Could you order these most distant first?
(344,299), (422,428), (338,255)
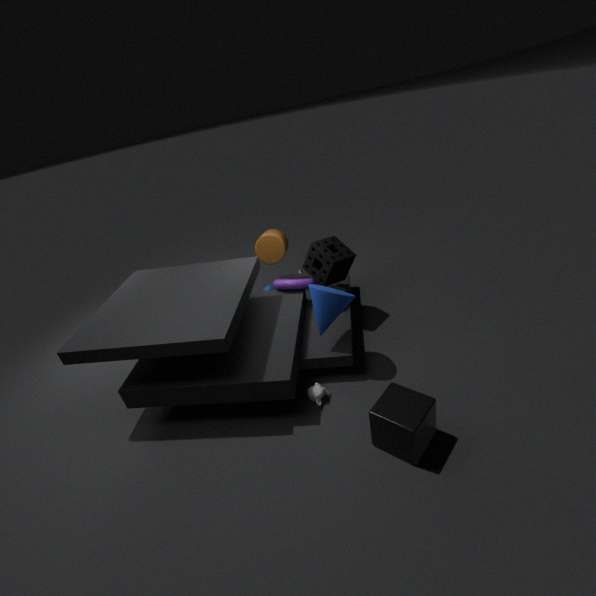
(338,255) < (344,299) < (422,428)
